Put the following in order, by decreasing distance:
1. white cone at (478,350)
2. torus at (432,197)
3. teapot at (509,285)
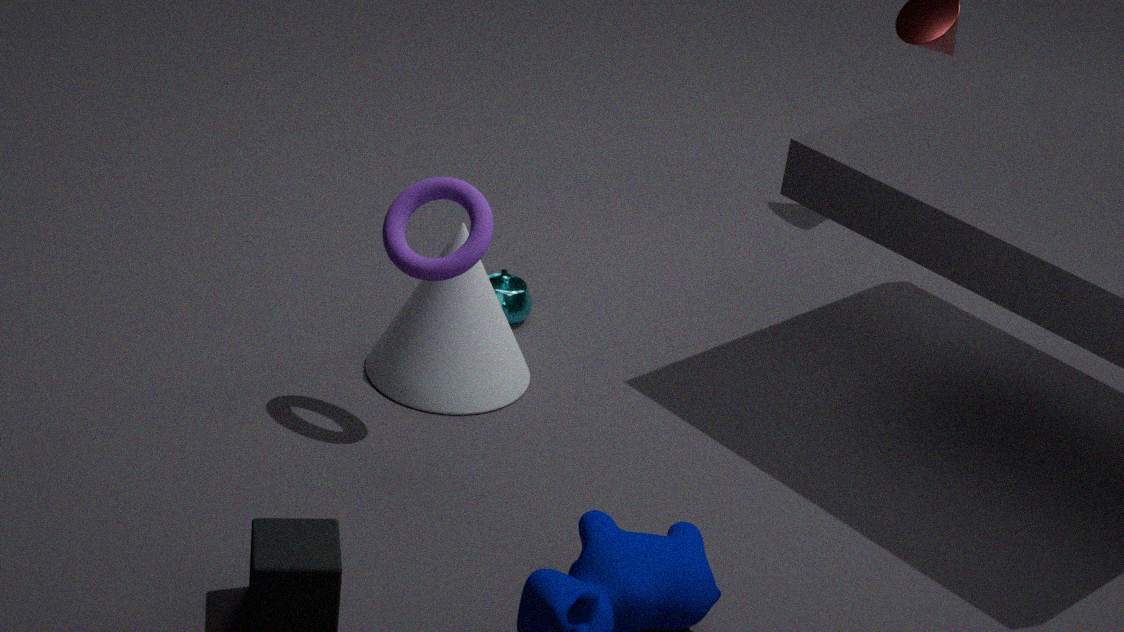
teapot at (509,285)
white cone at (478,350)
torus at (432,197)
